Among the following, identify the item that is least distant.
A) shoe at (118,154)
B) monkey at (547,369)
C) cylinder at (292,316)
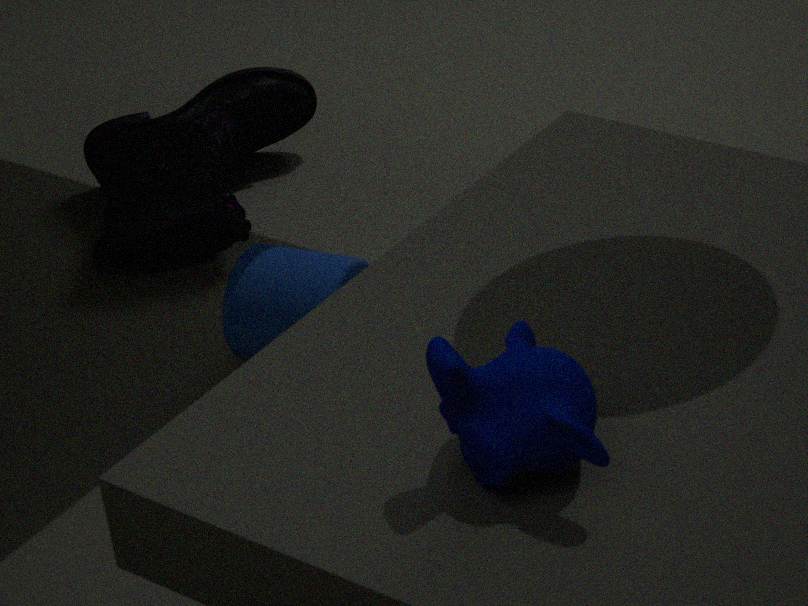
monkey at (547,369)
